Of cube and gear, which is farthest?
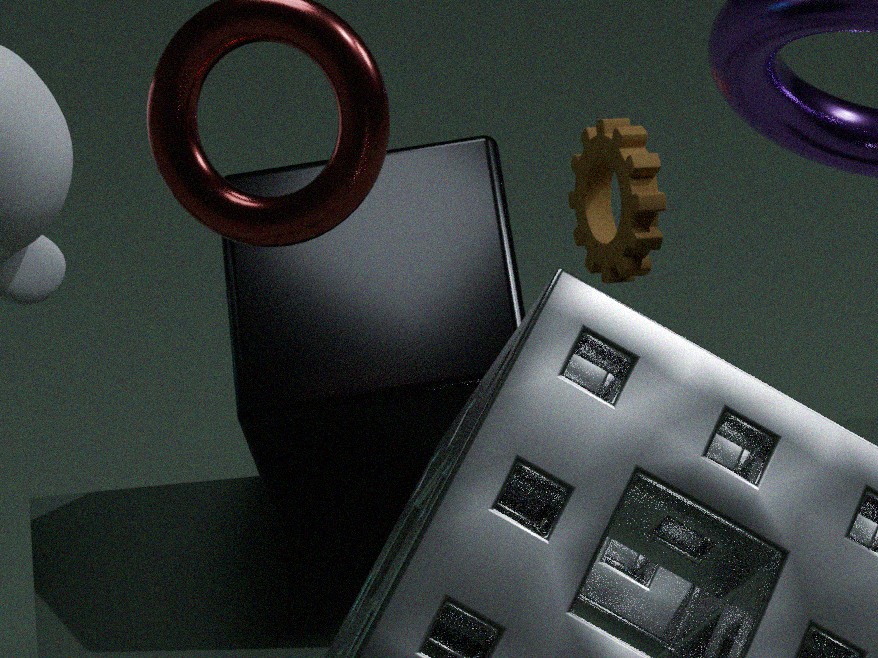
gear
